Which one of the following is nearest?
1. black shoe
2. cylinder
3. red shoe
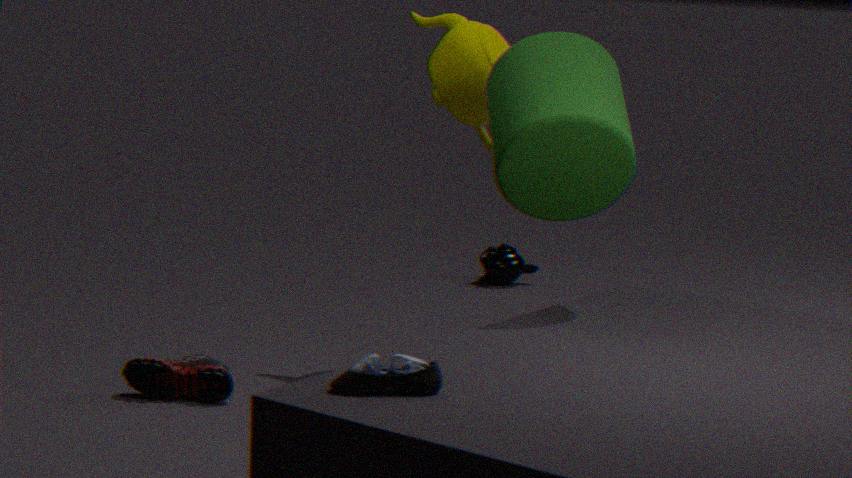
black shoe
